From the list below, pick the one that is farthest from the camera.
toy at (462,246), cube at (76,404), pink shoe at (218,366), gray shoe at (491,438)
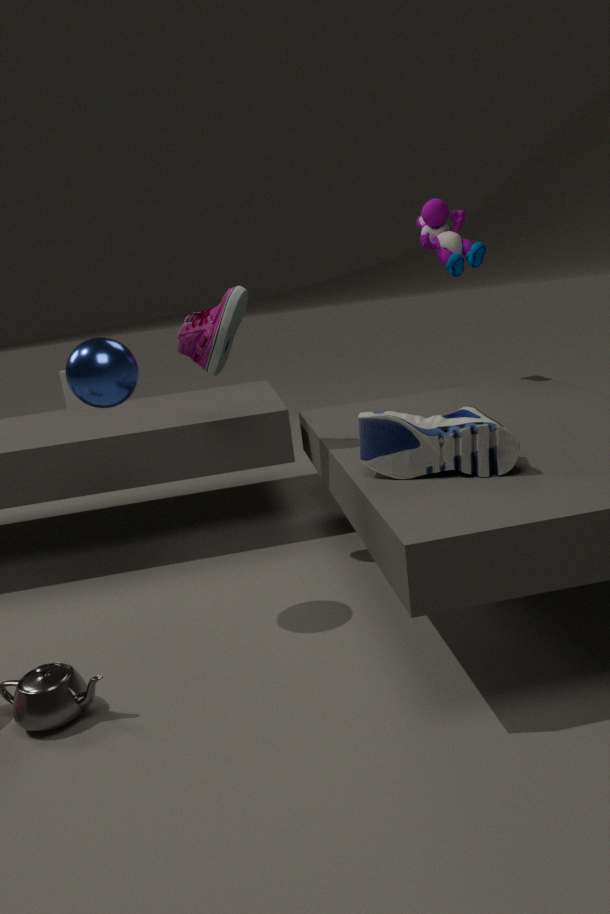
cube at (76,404)
